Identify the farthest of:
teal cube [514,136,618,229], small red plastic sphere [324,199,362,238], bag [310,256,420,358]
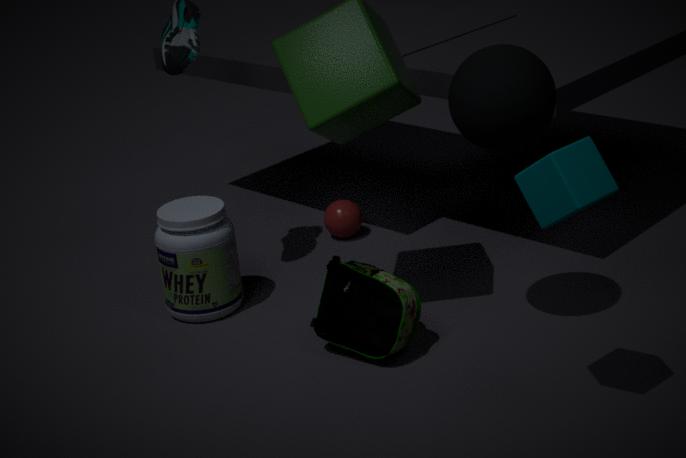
small red plastic sphere [324,199,362,238]
